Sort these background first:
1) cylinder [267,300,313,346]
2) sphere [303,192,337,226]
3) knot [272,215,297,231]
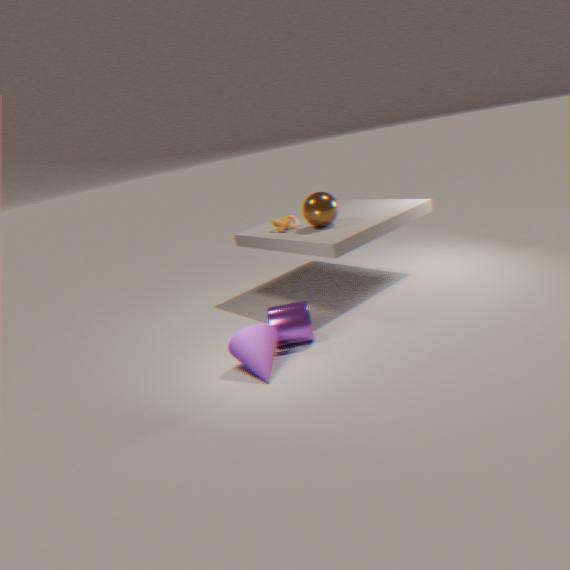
1. 3. knot [272,215,297,231]
2. 2. sphere [303,192,337,226]
3. 1. cylinder [267,300,313,346]
